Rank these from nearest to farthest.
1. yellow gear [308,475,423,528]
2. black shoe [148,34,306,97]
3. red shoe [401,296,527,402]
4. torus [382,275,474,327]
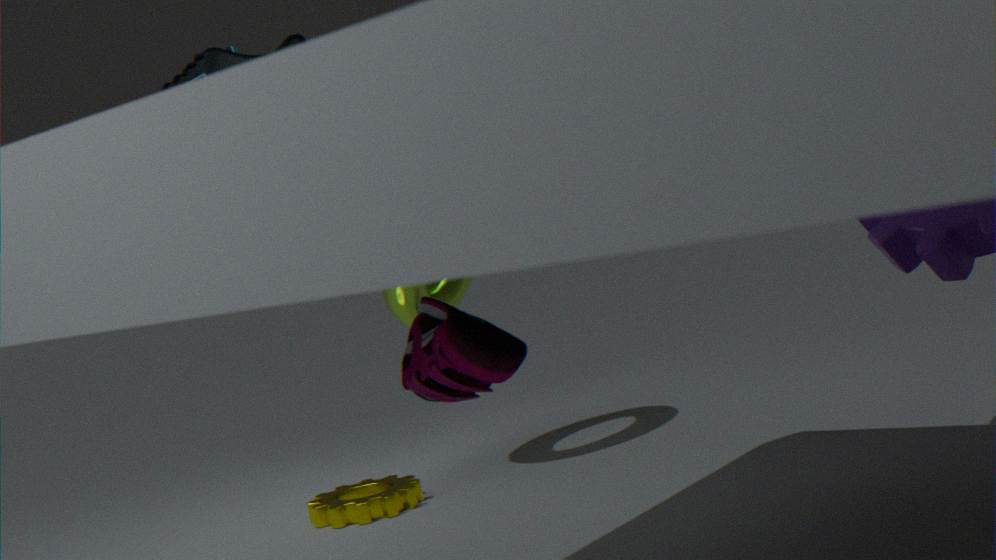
1. red shoe [401,296,527,402]
2. black shoe [148,34,306,97]
3. yellow gear [308,475,423,528]
4. torus [382,275,474,327]
